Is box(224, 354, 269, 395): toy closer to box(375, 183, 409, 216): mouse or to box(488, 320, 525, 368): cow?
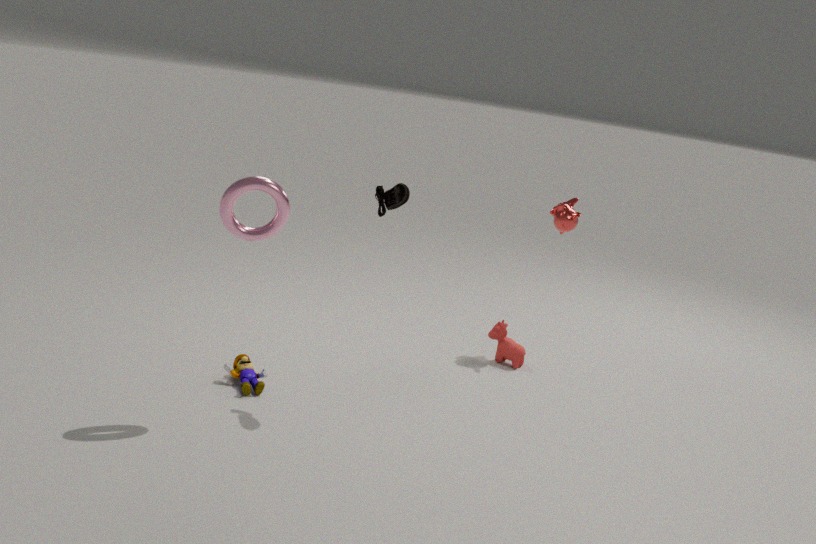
box(375, 183, 409, 216): mouse
